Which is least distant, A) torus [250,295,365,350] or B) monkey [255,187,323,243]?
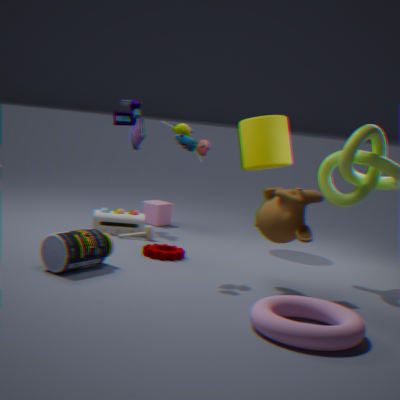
A. torus [250,295,365,350]
